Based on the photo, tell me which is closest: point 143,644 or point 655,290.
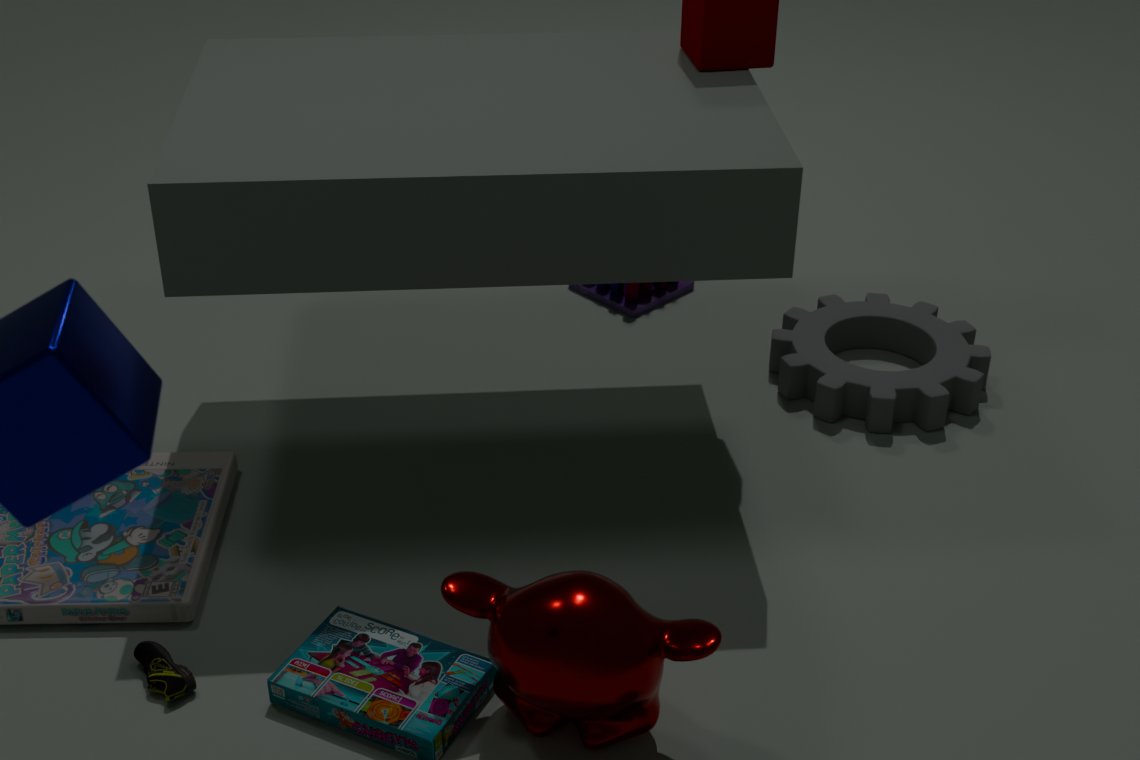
point 143,644
